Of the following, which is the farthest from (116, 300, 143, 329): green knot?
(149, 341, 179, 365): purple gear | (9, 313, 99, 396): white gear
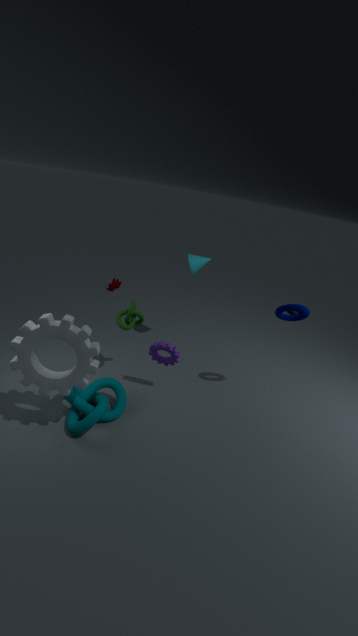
(9, 313, 99, 396): white gear
